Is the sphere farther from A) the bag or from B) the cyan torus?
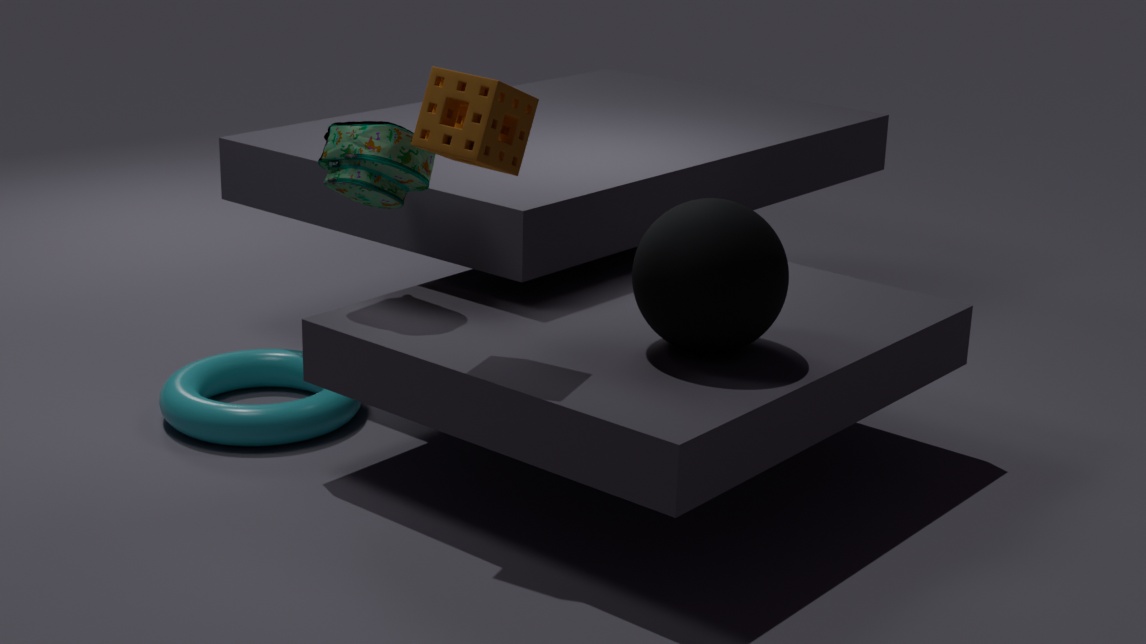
B) the cyan torus
